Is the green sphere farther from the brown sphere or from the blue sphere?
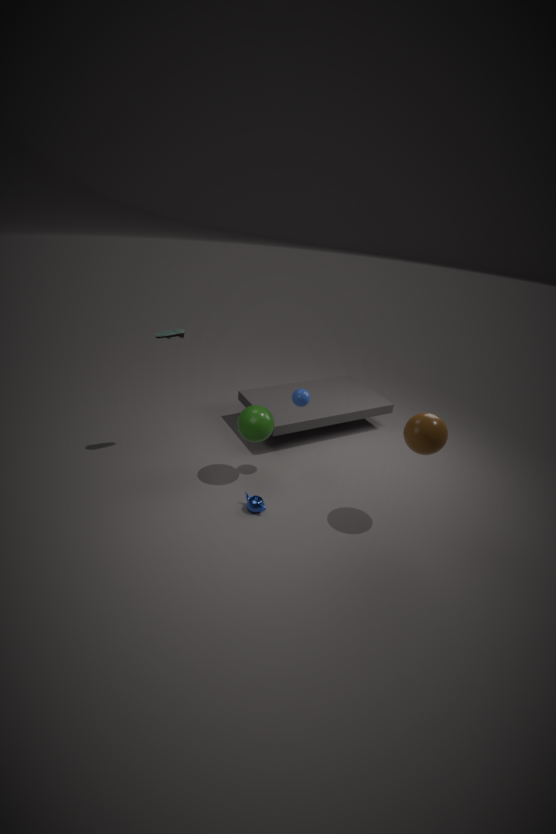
the brown sphere
